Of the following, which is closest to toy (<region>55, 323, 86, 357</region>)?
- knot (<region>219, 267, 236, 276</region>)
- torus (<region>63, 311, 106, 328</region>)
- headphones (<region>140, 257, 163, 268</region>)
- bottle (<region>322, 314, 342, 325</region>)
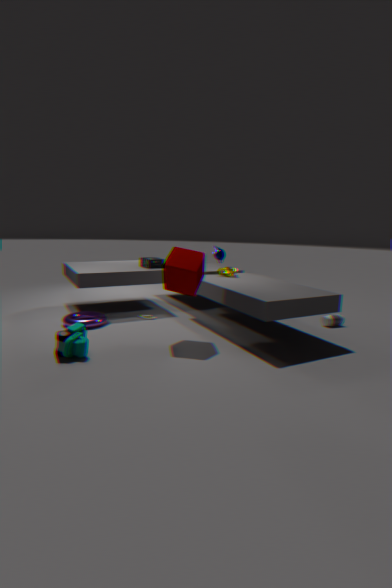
torus (<region>63, 311, 106, 328</region>)
